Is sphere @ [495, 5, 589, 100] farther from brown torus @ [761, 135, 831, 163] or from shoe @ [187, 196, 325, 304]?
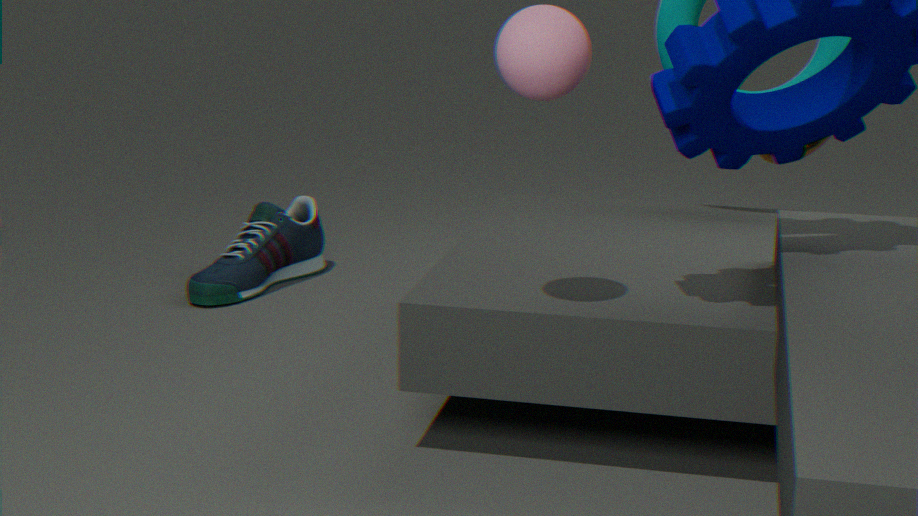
shoe @ [187, 196, 325, 304]
